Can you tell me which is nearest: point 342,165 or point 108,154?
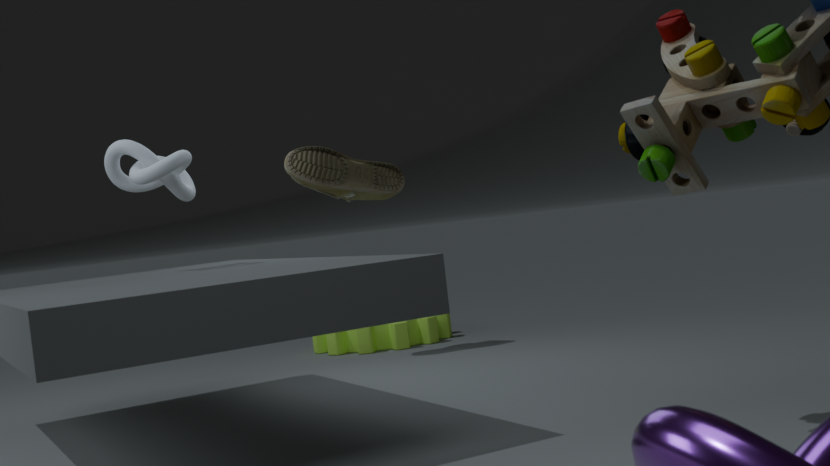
point 108,154
